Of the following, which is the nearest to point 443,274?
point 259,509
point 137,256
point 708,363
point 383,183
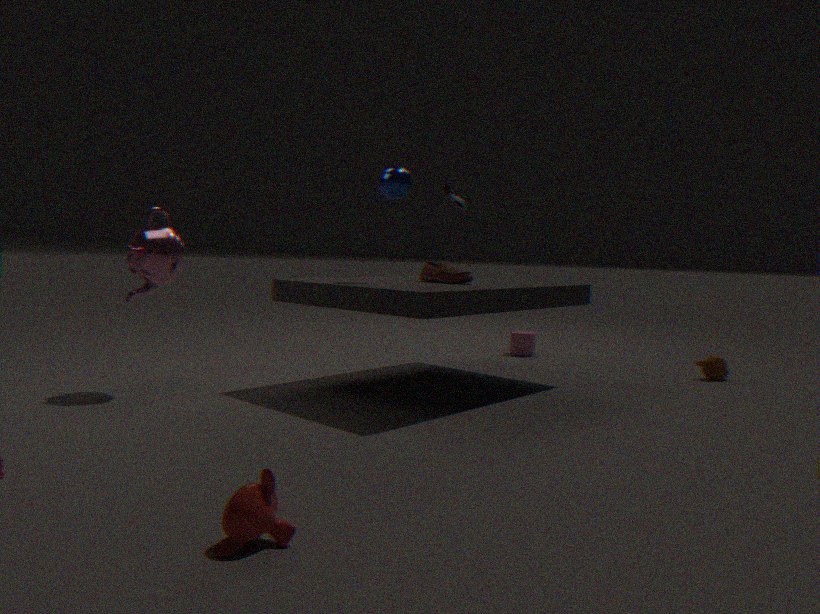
point 383,183
